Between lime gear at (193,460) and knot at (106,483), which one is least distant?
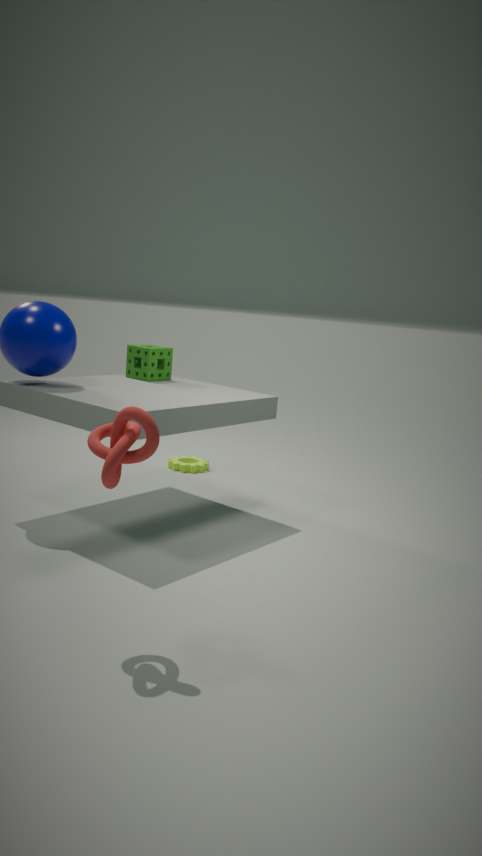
knot at (106,483)
